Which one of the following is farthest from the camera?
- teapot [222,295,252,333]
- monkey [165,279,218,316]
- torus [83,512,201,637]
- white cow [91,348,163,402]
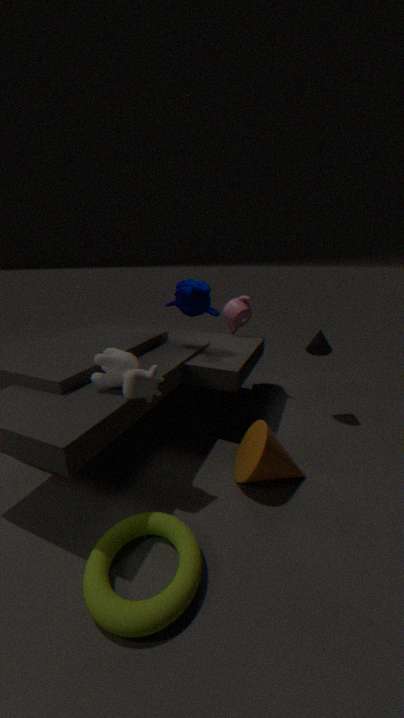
teapot [222,295,252,333]
